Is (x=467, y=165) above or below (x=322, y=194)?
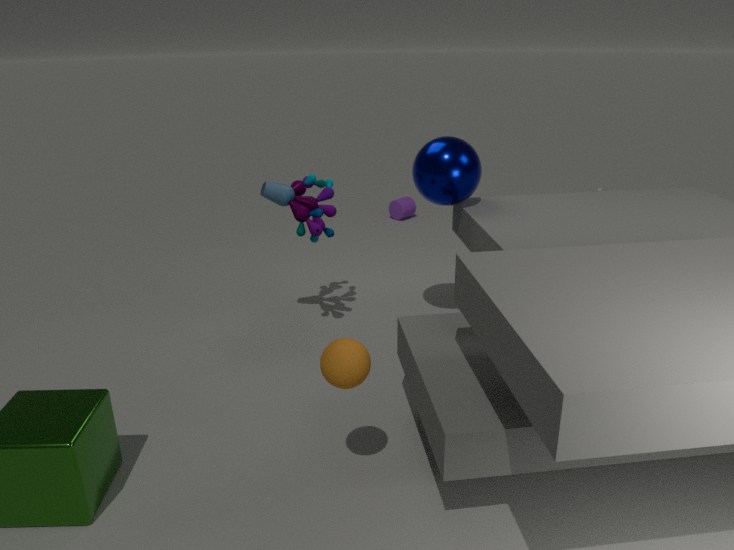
above
